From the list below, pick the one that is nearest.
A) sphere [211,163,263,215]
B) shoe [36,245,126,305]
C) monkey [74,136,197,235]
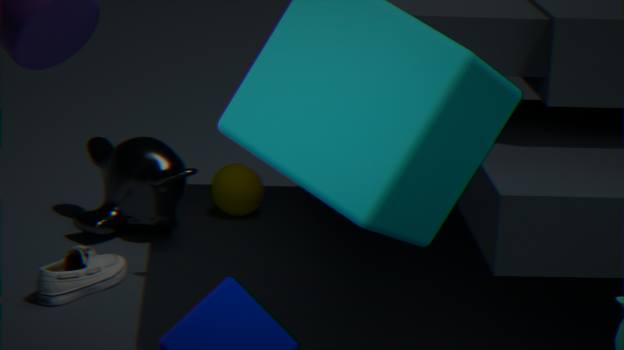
shoe [36,245,126,305]
